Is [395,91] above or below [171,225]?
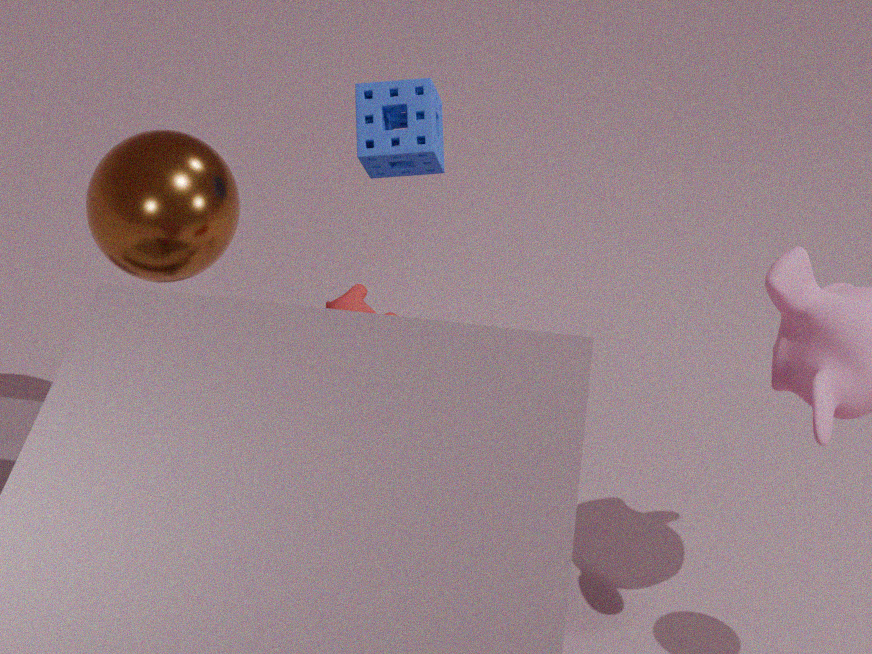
above
